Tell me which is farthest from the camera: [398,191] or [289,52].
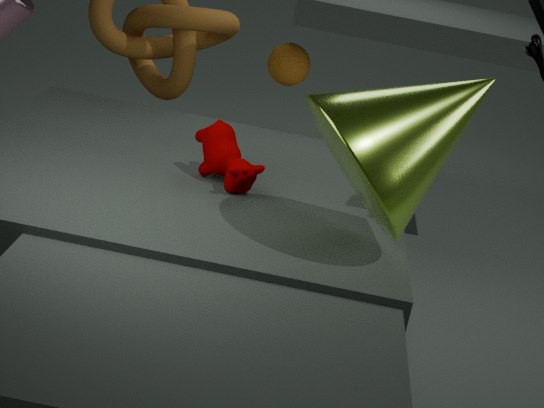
[289,52]
